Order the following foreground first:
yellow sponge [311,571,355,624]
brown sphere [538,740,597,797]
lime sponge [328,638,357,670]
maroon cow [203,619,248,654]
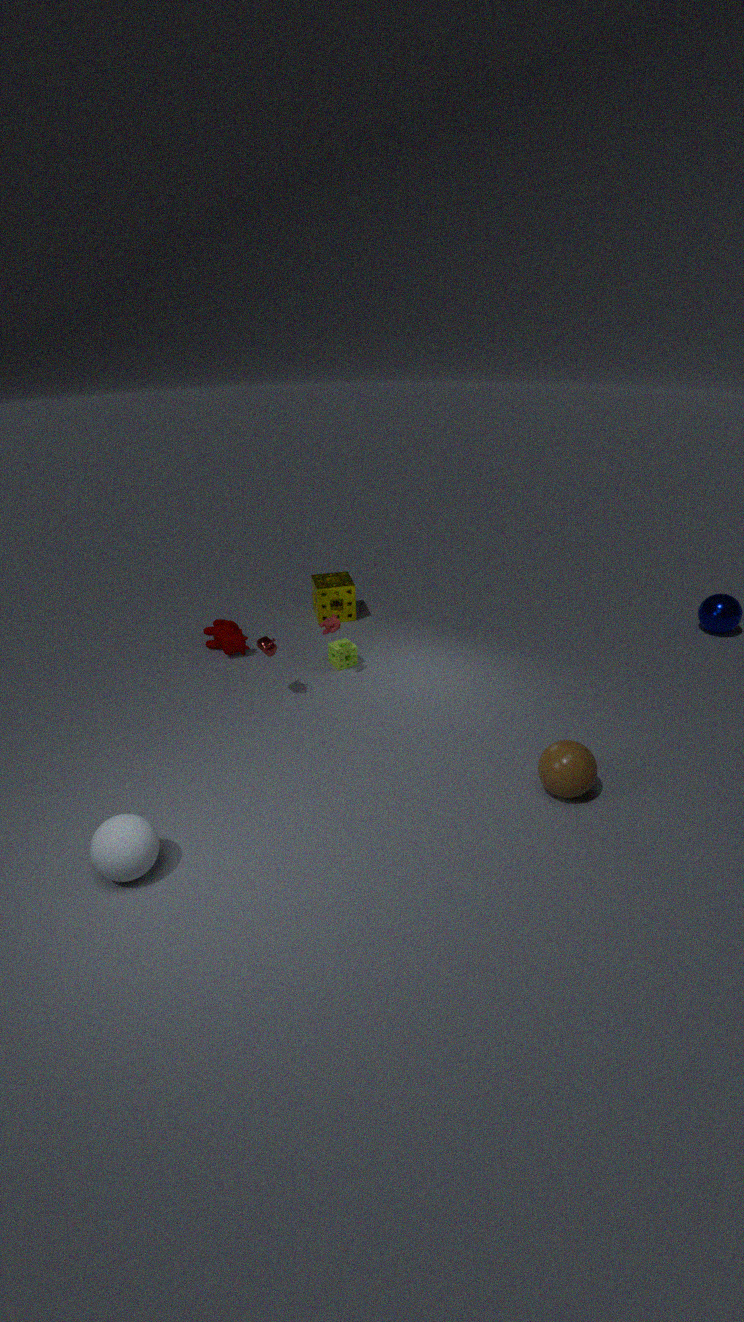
brown sphere [538,740,597,797]
lime sponge [328,638,357,670]
maroon cow [203,619,248,654]
yellow sponge [311,571,355,624]
